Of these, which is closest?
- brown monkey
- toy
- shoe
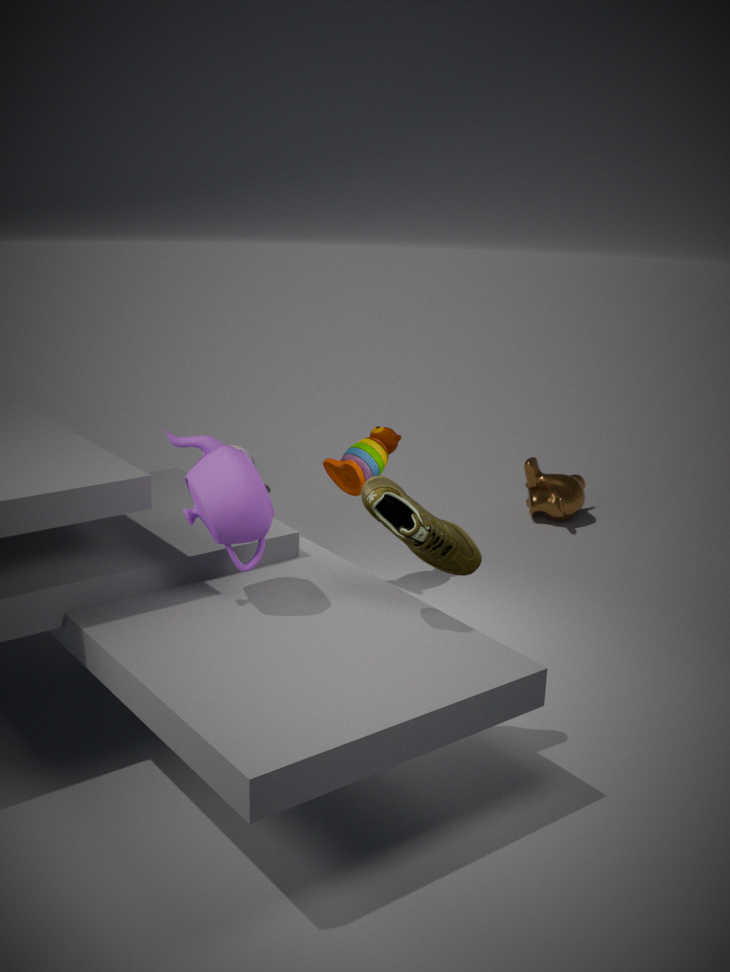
shoe
